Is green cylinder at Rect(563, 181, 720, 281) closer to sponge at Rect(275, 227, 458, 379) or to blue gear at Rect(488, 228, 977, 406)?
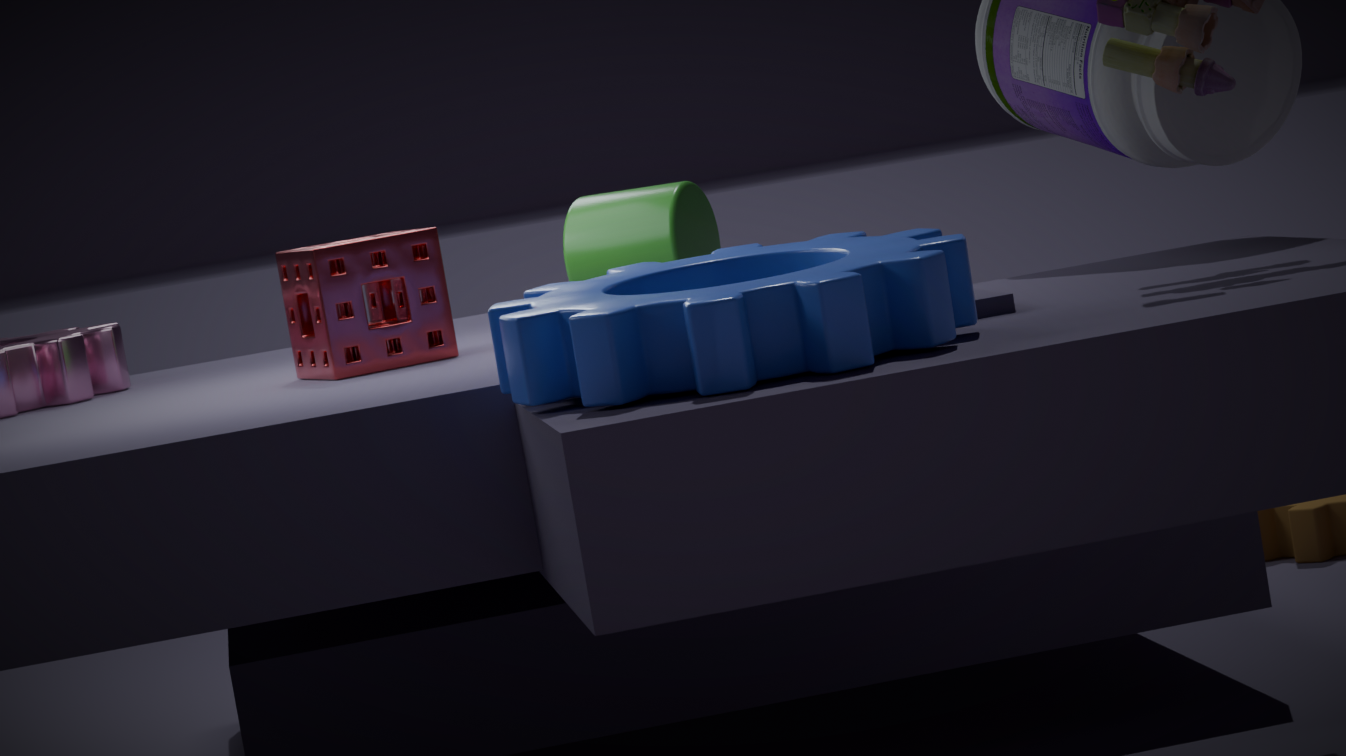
sponge at Rect(275, 227, 458, 379)
